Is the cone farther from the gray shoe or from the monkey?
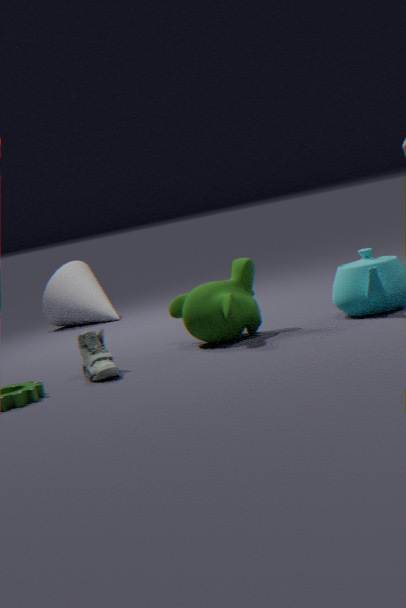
the gray shoe
